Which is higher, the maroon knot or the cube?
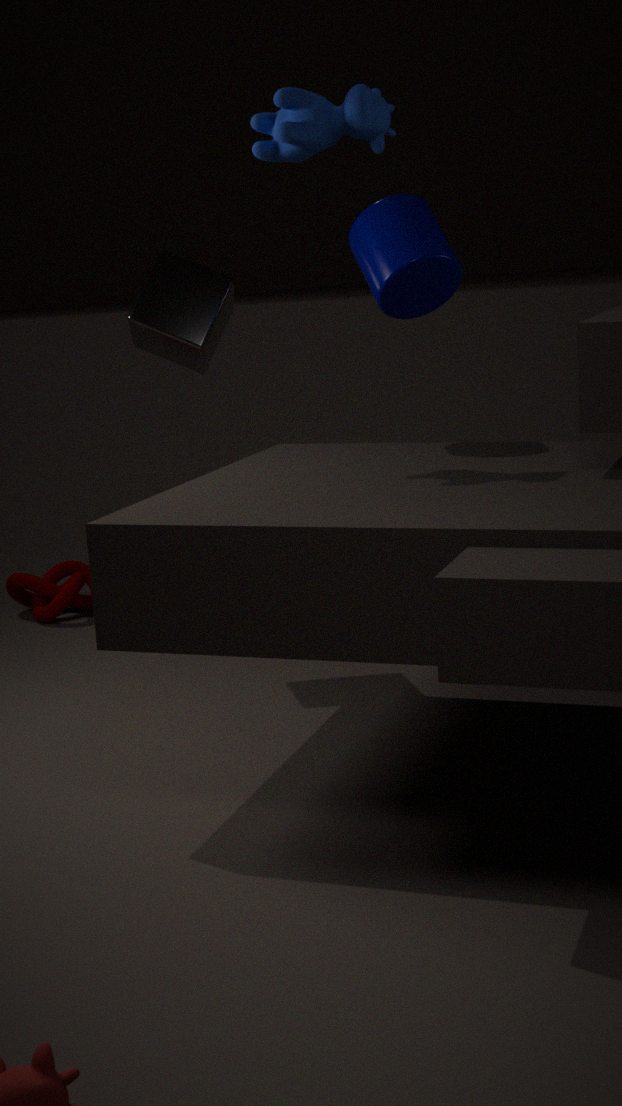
the cube
